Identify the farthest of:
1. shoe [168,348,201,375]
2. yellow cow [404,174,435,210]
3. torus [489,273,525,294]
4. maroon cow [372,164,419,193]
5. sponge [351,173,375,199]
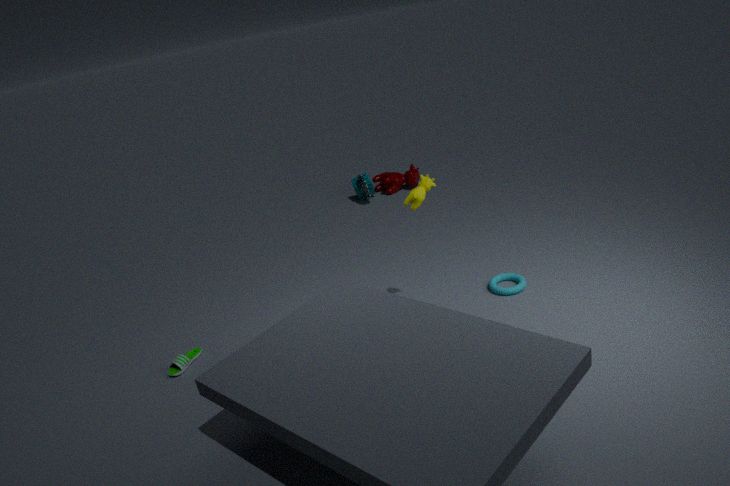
maroon cow [372,164,419,193]
